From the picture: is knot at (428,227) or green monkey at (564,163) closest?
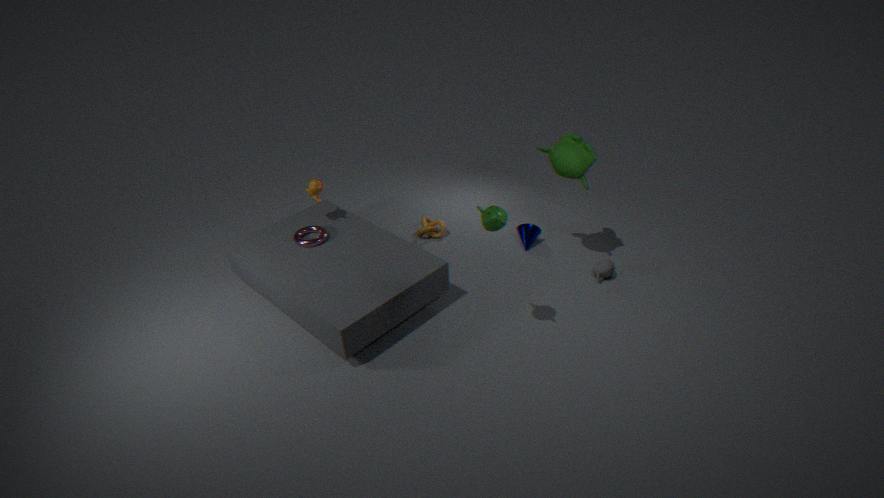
green monkey at (564,163)
